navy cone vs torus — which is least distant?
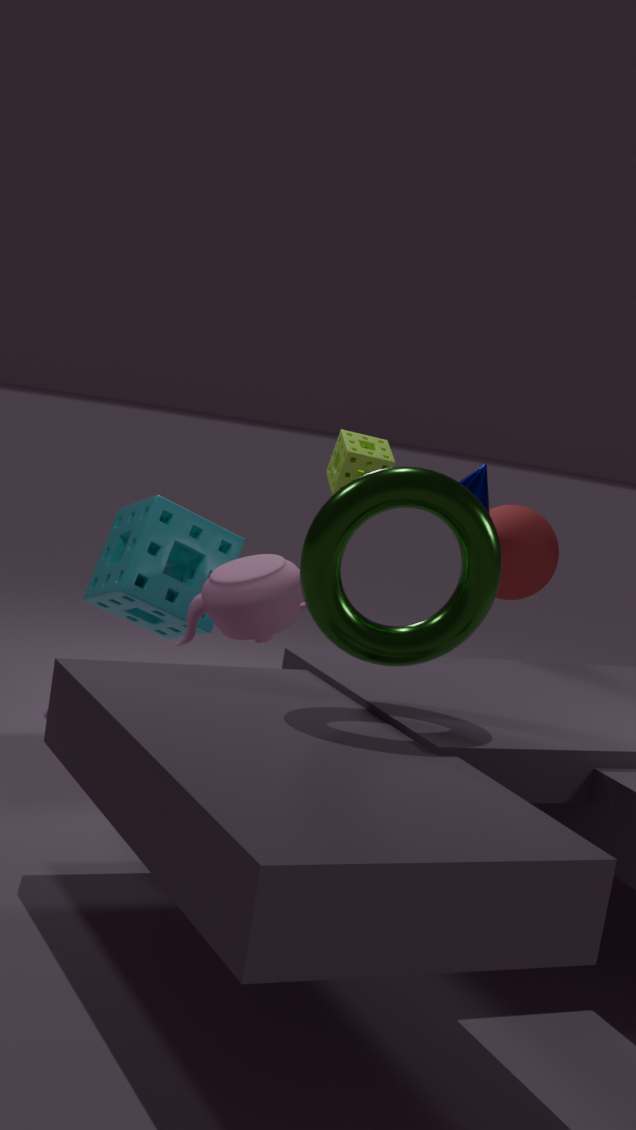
torus
